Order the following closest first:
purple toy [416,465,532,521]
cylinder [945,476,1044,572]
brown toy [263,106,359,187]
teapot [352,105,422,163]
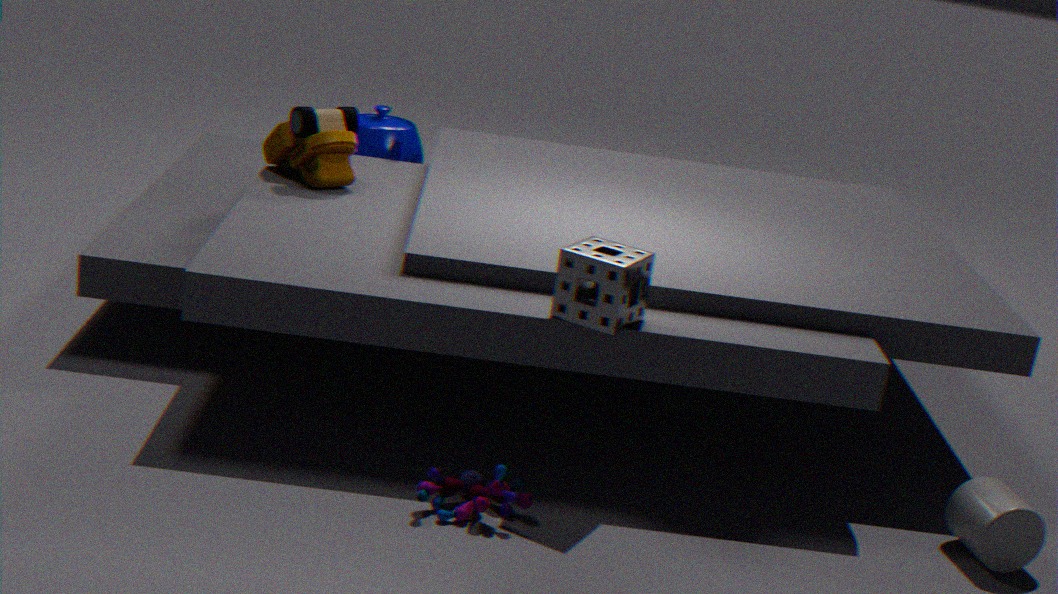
1. purple toy [416,465,532,521]
2. cylinder [945,476,1044,572]
3. brown toy [263,106,359,187]
4. teapot [352,105,422,163]
